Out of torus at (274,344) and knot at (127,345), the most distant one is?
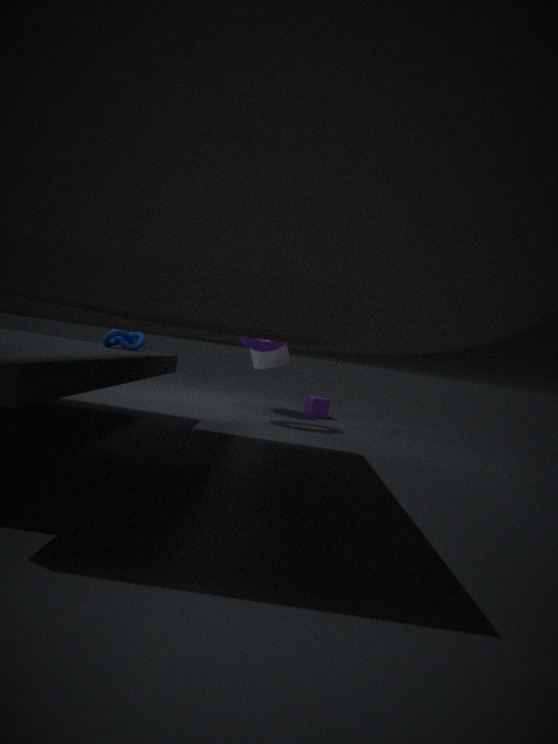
torus at (274,344)
